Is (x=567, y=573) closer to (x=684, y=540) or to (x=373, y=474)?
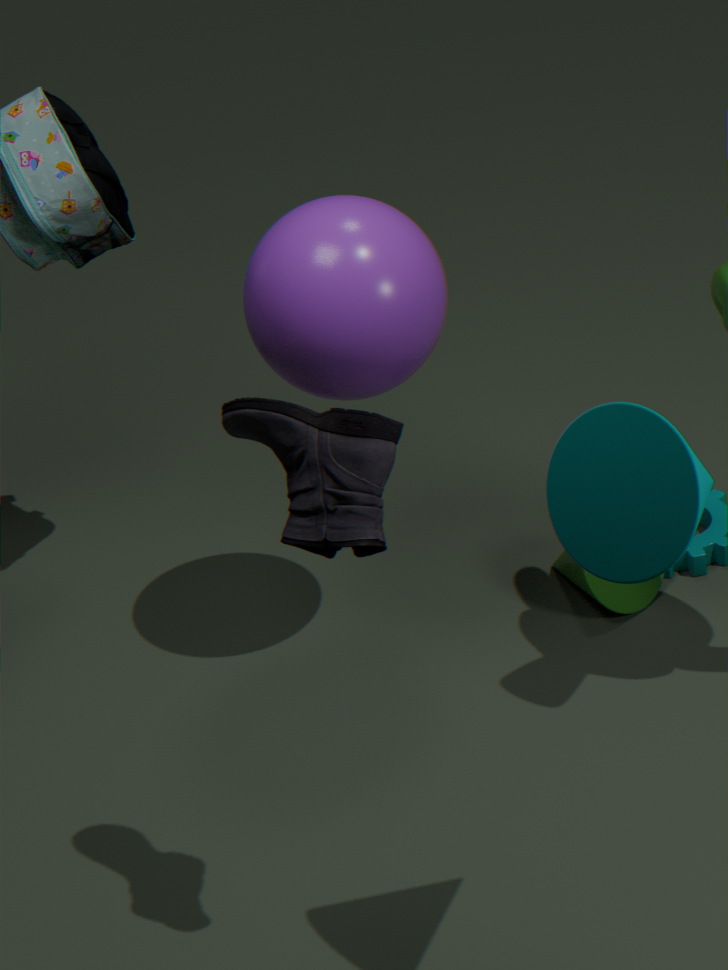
(x=373, y=474)
